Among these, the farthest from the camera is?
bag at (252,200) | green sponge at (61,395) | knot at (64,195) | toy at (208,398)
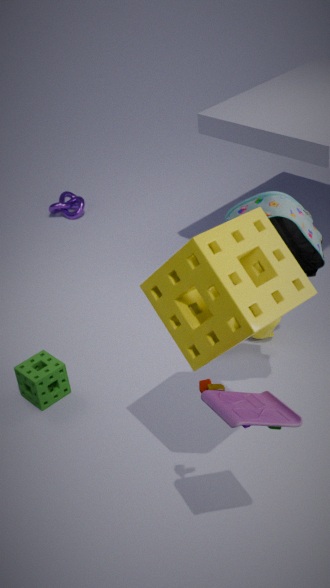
knot at (64,195)
